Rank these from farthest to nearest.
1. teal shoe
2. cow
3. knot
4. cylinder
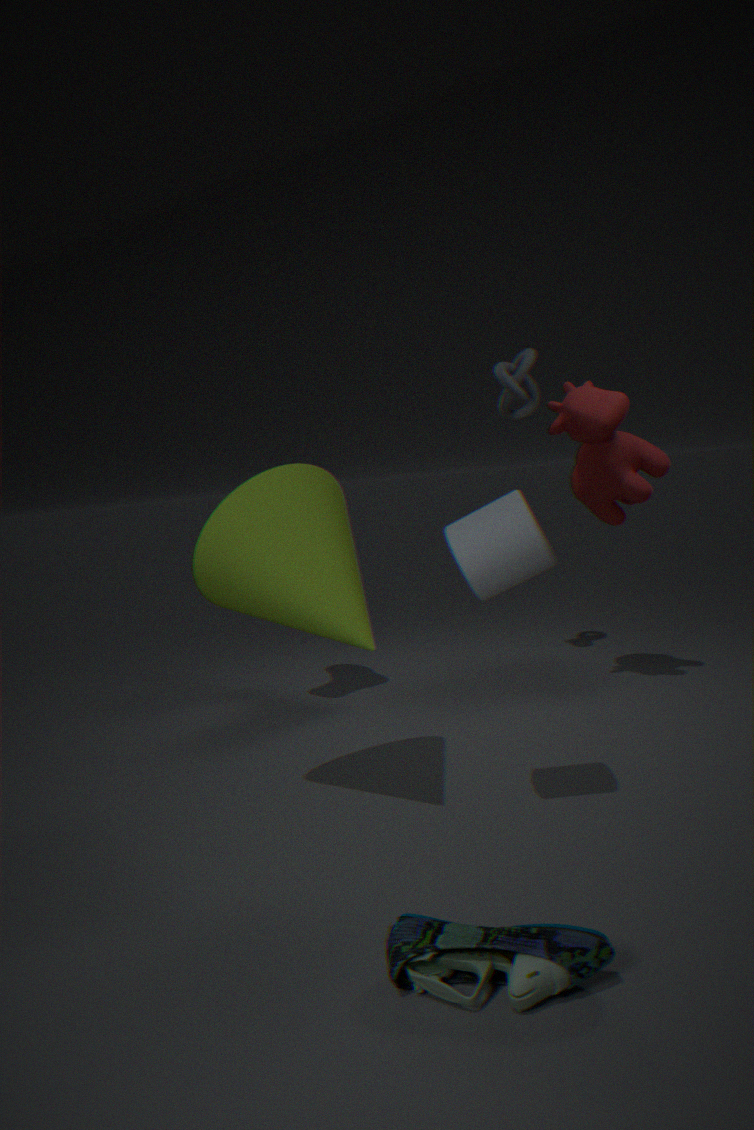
knot
cow
cylinder
teal shoe
